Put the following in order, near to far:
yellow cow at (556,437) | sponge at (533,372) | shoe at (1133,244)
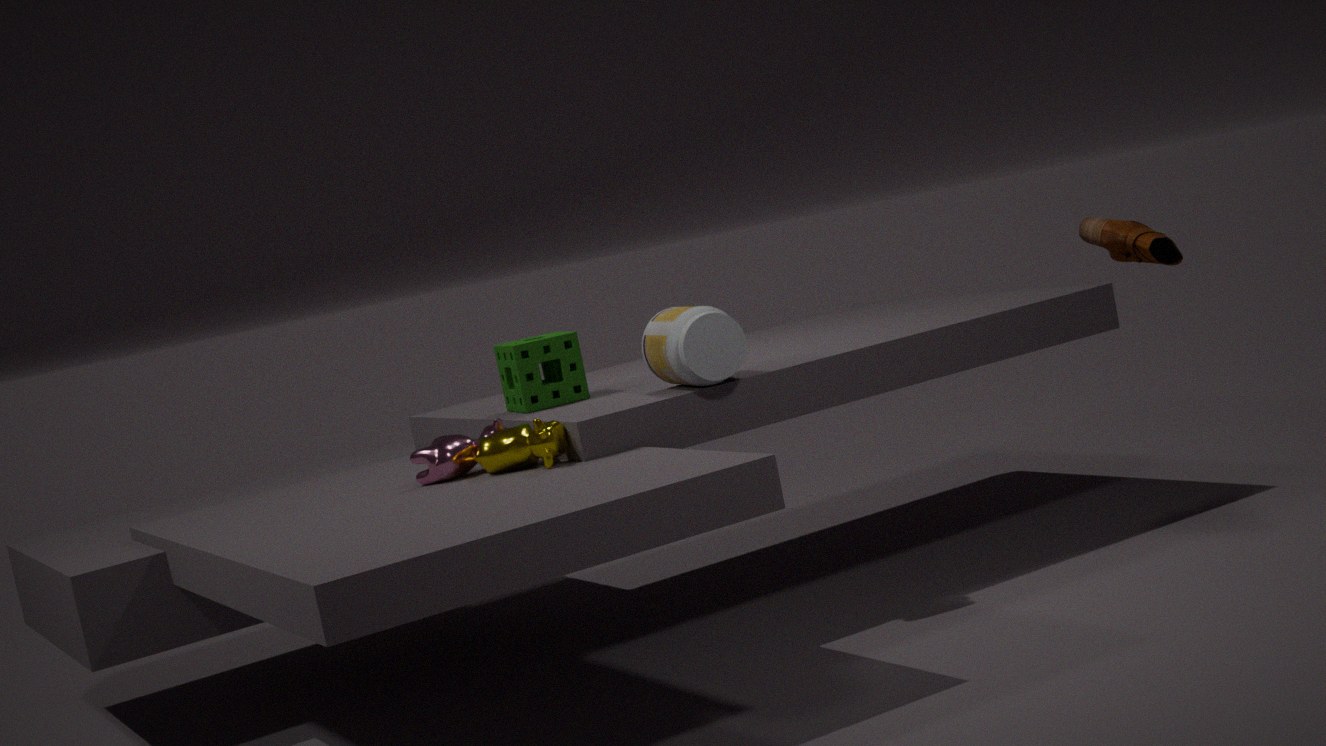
shoe at (1133,244), yellow cow at (556,437), sponge at (533,372)
